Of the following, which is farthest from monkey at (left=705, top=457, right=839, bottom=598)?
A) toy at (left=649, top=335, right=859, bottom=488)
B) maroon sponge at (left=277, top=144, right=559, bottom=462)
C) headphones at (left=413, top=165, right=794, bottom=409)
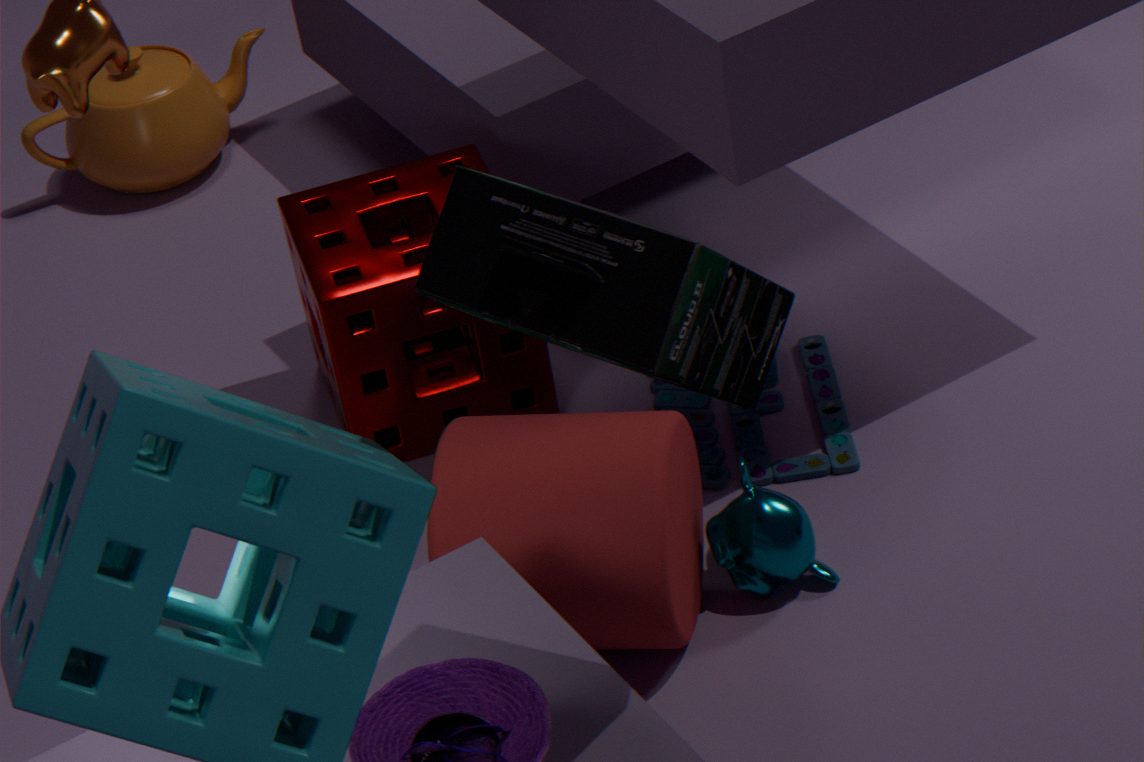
headphones at (left=413, top=165, right=794, bottom=409)
